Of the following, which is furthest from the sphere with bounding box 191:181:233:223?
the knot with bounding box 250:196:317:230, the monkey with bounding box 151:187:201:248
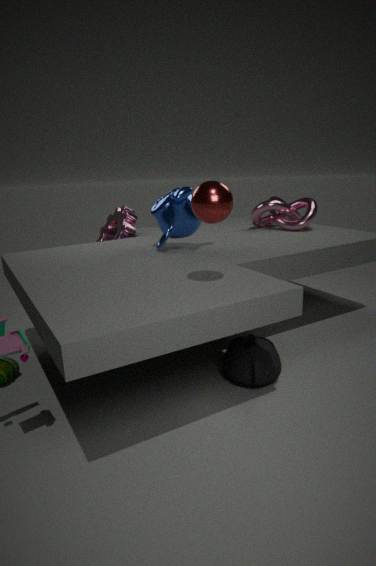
the knot with bounding box 250:196:317:230
